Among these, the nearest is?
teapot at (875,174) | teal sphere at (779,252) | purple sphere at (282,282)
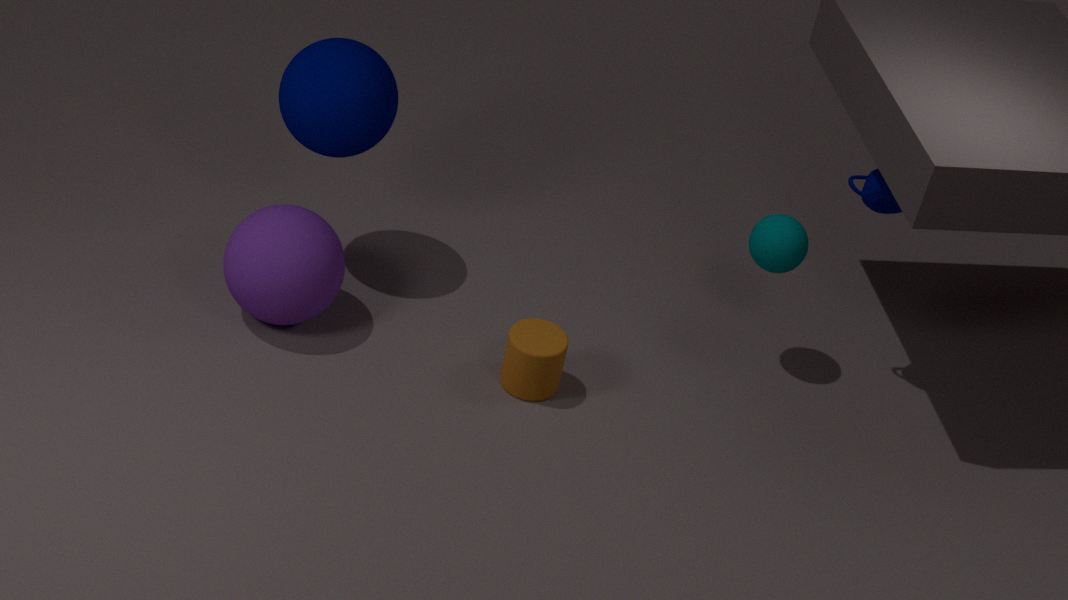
purple sphere at (282,282)
